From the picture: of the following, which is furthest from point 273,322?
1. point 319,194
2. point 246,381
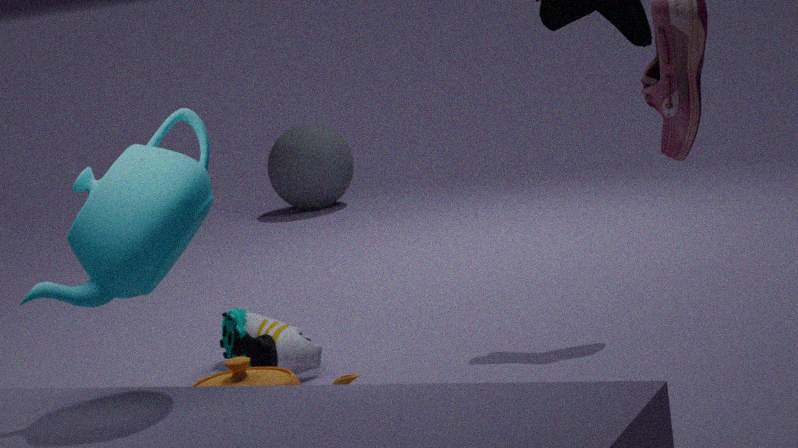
point 319,194
